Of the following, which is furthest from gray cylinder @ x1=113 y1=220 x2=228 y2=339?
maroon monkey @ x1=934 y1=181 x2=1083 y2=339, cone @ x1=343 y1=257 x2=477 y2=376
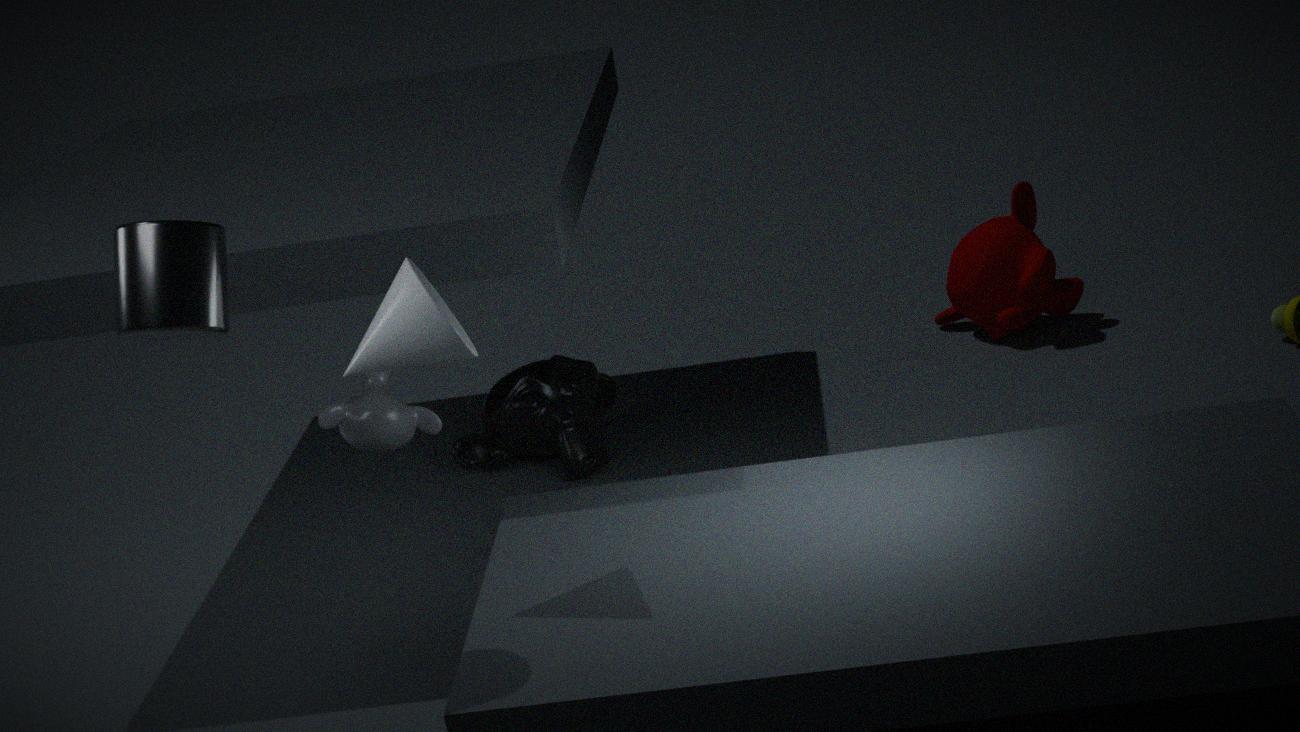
maroon monkey @ x1=934 y1=181 x2=1083 y2=339
